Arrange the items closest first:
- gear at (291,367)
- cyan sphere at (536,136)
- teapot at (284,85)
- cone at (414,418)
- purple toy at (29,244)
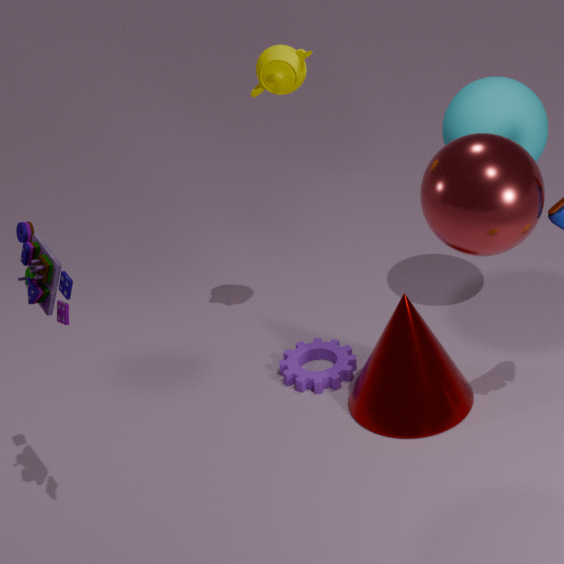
purple toy at (29,244)
teapot at (284,85)
cone at (414,418)
cyan sphere at (536,136)
gear at (291,367)
